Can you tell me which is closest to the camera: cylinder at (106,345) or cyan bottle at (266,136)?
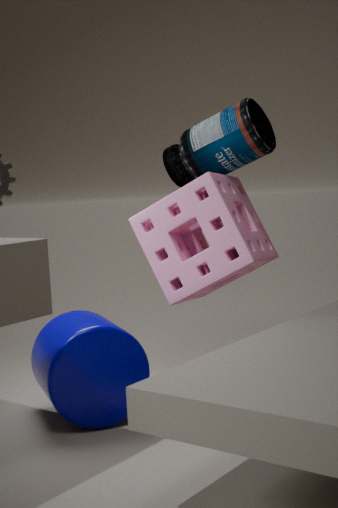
cylinder at (106,345)
